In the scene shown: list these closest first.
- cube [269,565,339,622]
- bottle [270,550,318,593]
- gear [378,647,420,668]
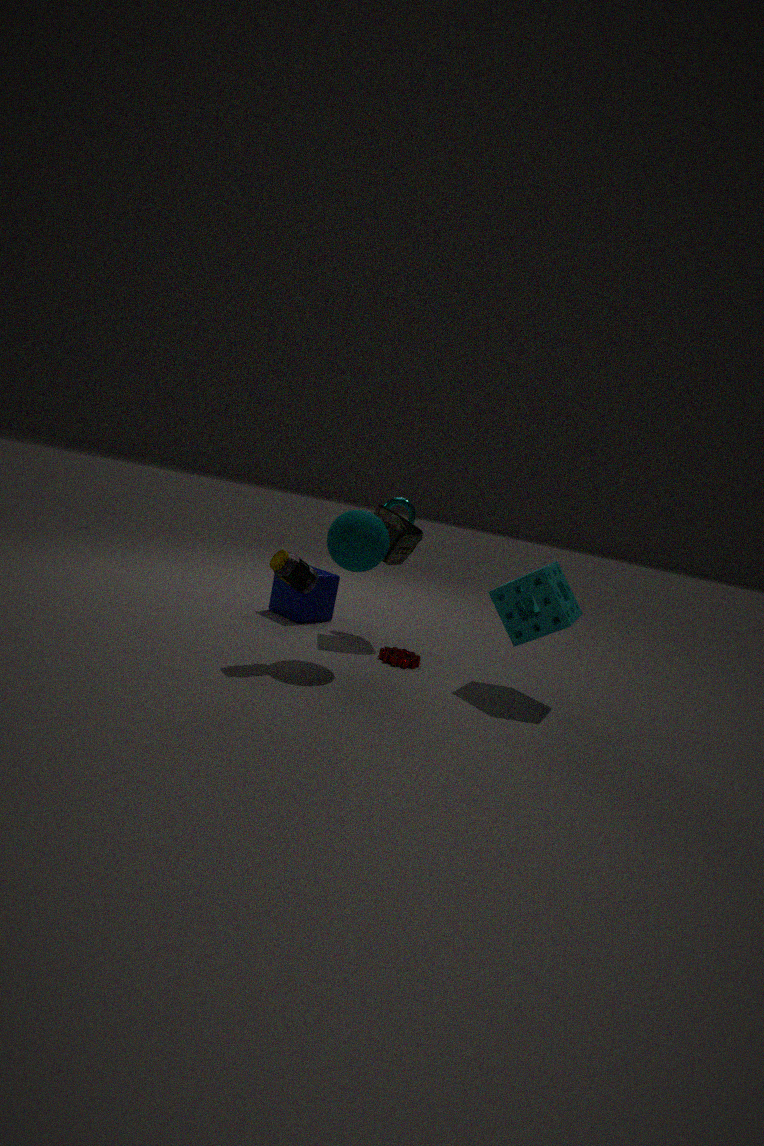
bottle [270,550,318,593]
gear [378,647,420,668]
cube [269,565,339,622]
